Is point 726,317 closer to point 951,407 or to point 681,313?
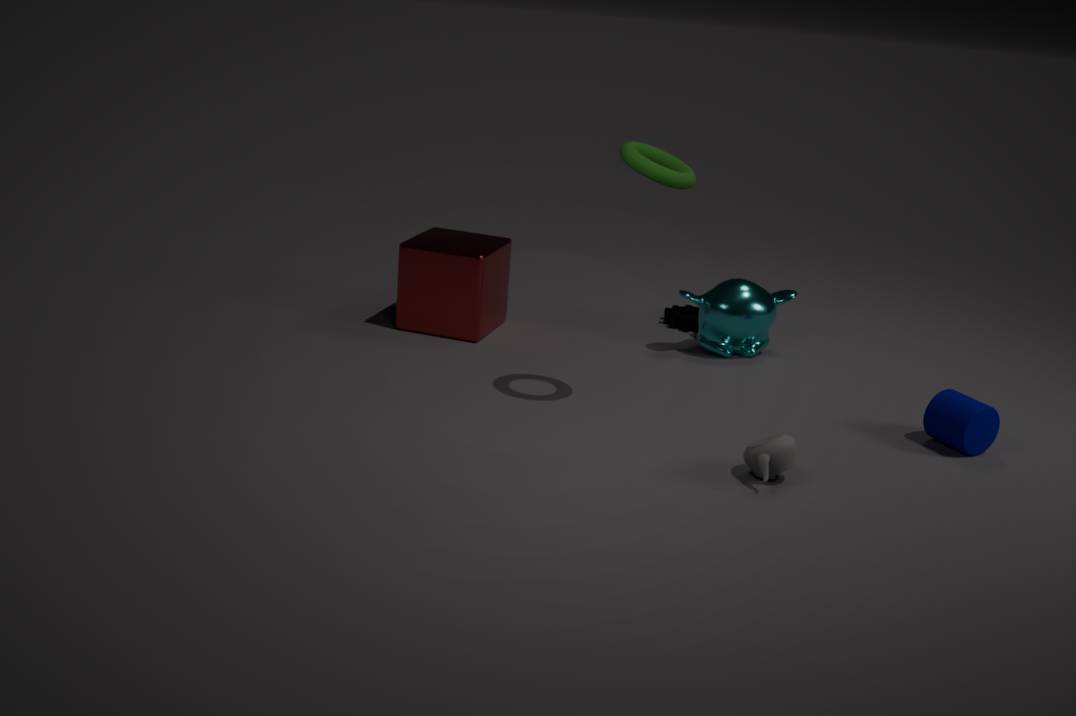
point 681,313
